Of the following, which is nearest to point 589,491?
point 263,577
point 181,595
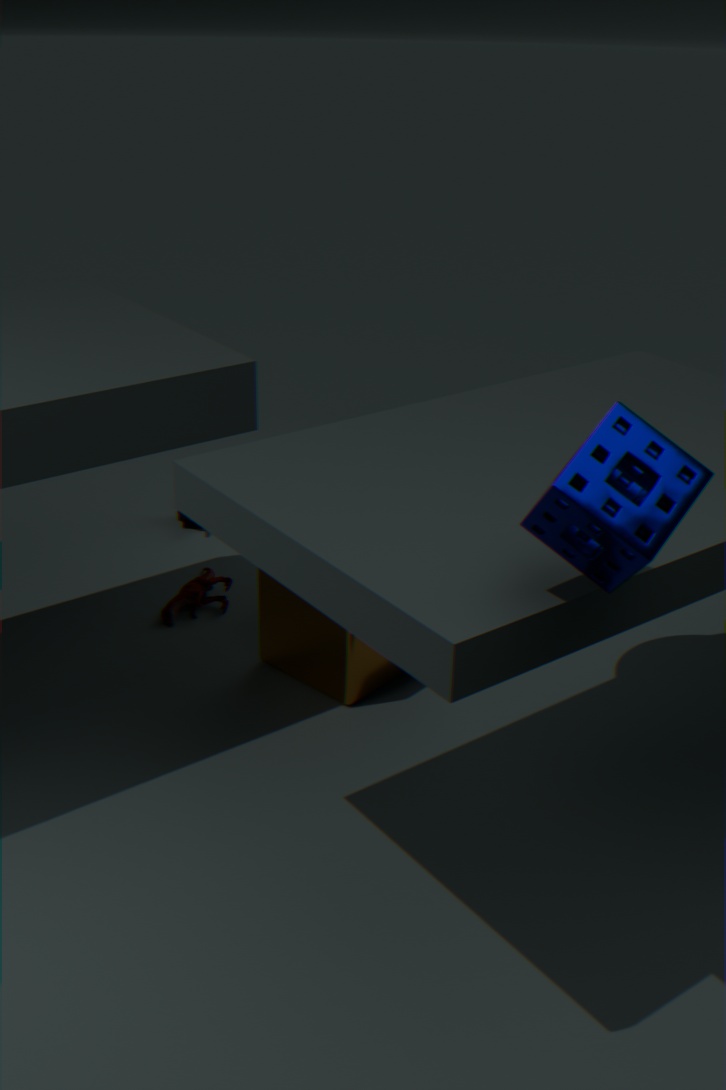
point 263,577
